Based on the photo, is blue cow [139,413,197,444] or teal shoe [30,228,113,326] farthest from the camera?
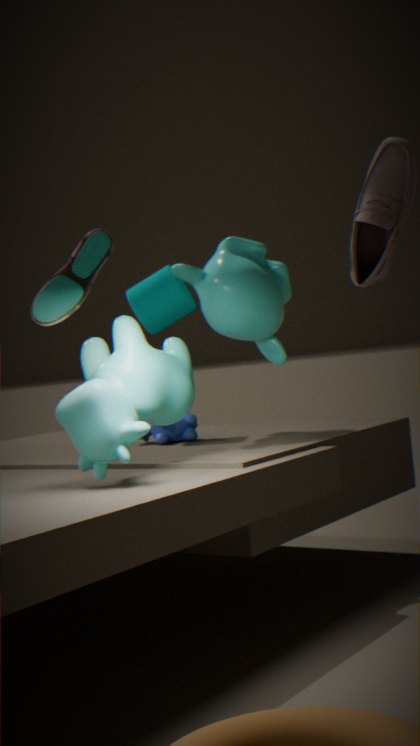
blue cow [139,413,197,444]
